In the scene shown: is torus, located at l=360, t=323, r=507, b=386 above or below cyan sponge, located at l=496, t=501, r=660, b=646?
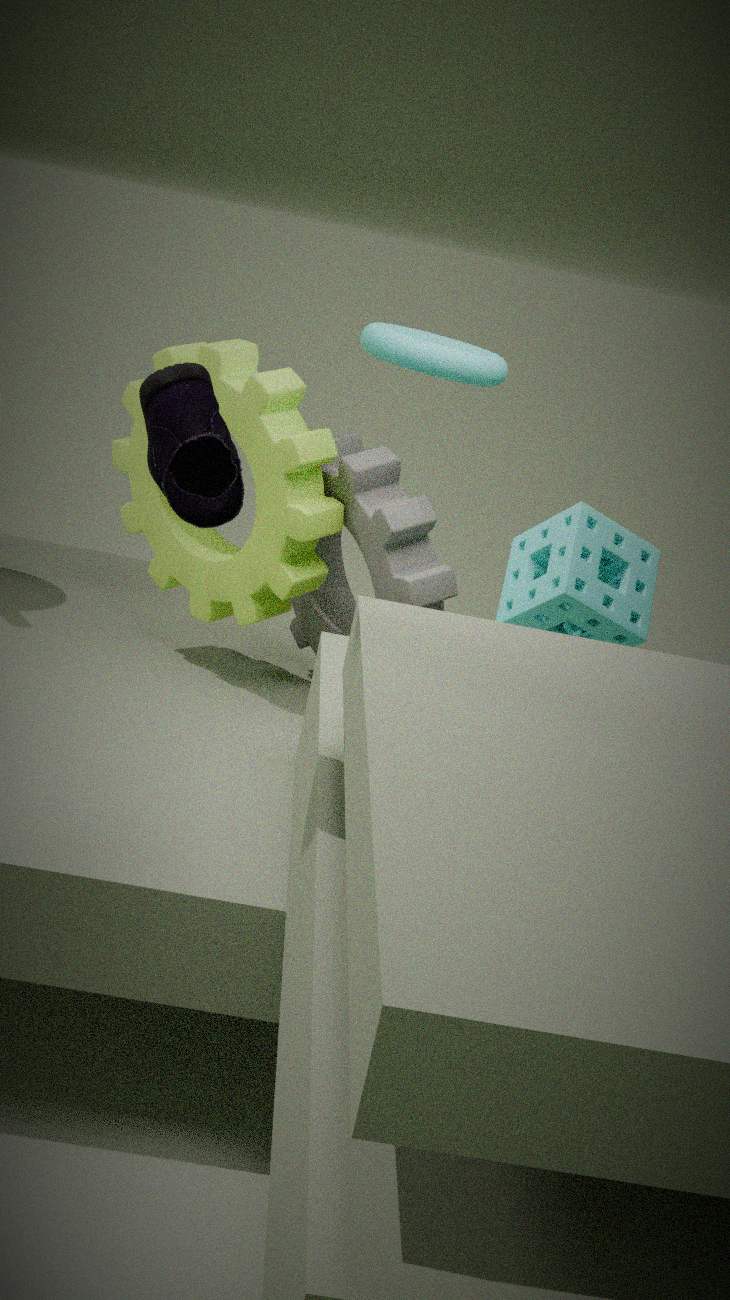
above
